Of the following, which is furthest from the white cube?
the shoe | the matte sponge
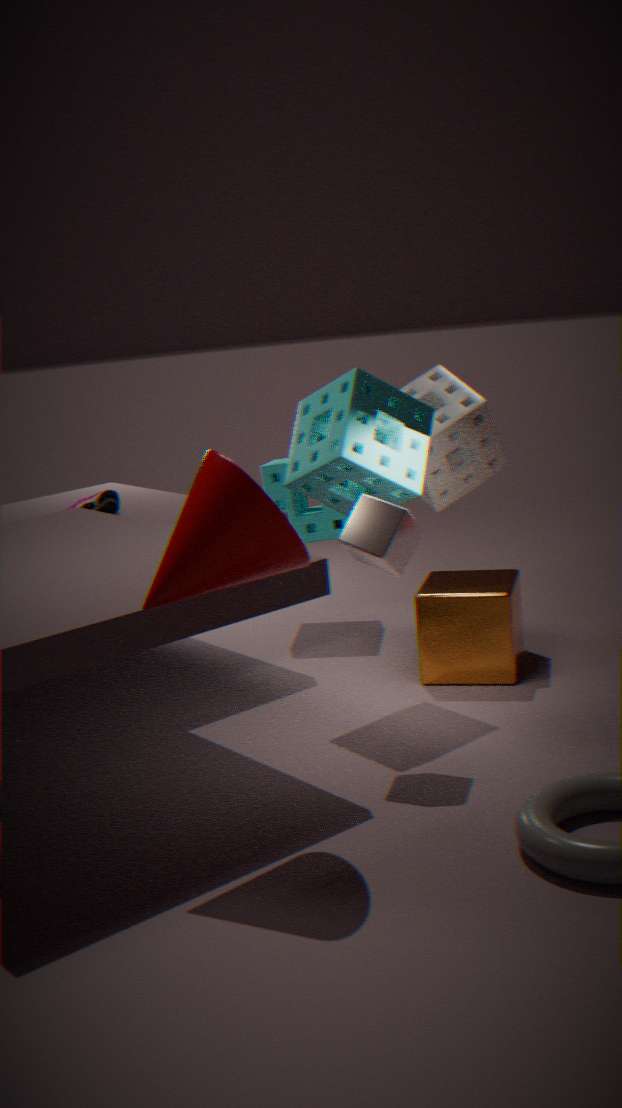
the shoe
